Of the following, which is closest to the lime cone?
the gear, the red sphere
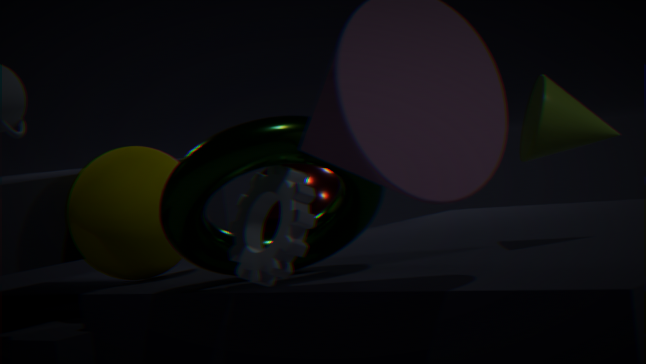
the gear
